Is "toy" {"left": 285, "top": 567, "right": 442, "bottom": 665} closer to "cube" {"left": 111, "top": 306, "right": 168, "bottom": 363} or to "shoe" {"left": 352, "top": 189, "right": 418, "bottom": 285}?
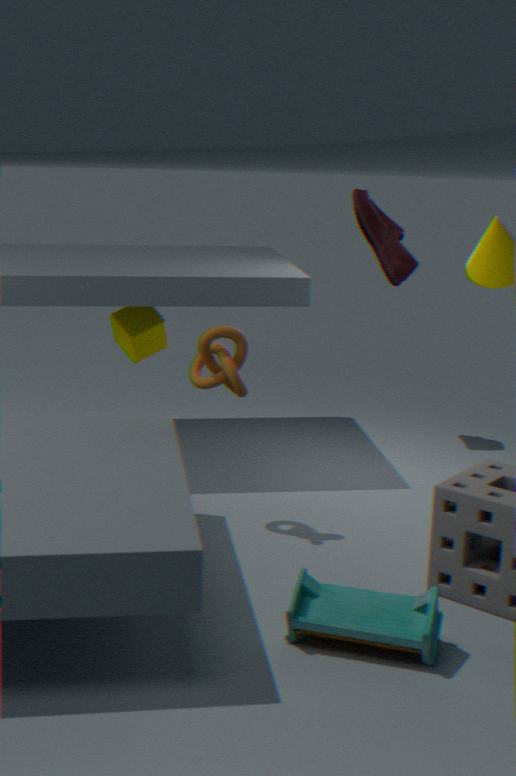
"cube" {"left": 111, "top": 306, "right": 168, "bottom": 363}
